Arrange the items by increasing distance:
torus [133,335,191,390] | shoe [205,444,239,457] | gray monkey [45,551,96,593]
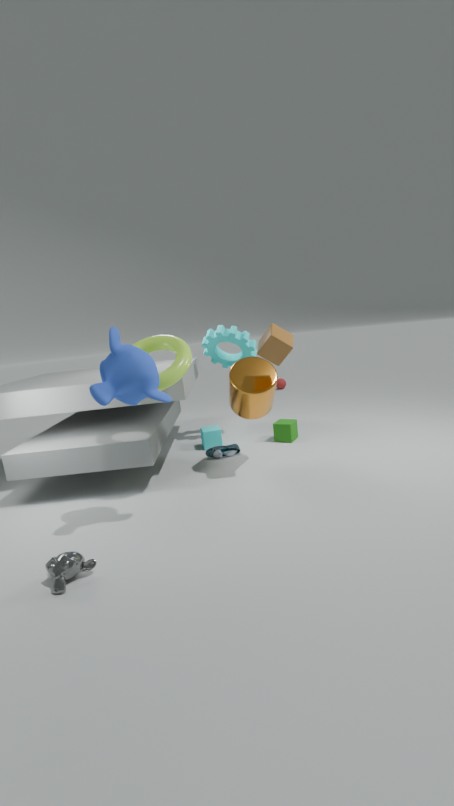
gray monkey [45,551,96,593], torus [133,335,191,390], shoe [205,444,239,457]
